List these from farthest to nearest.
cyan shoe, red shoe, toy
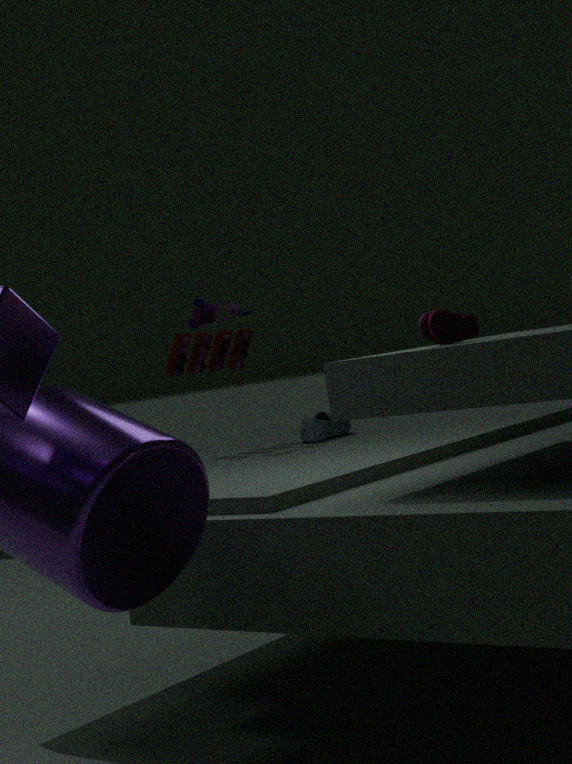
toy < cyan shoe < red shoe
